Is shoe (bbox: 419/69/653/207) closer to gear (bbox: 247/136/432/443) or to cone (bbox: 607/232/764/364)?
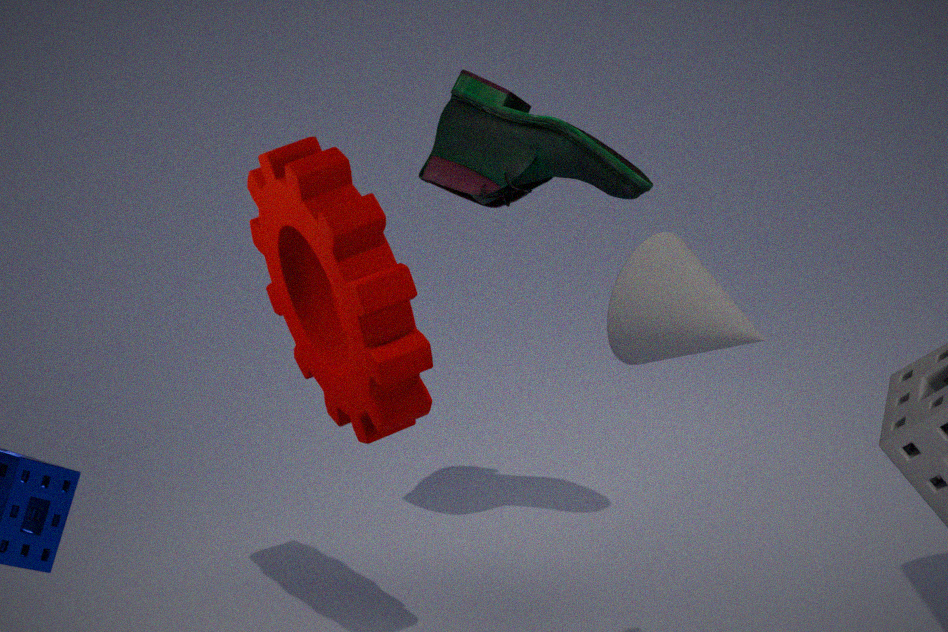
gear (bbox: 247/136/432/443)
